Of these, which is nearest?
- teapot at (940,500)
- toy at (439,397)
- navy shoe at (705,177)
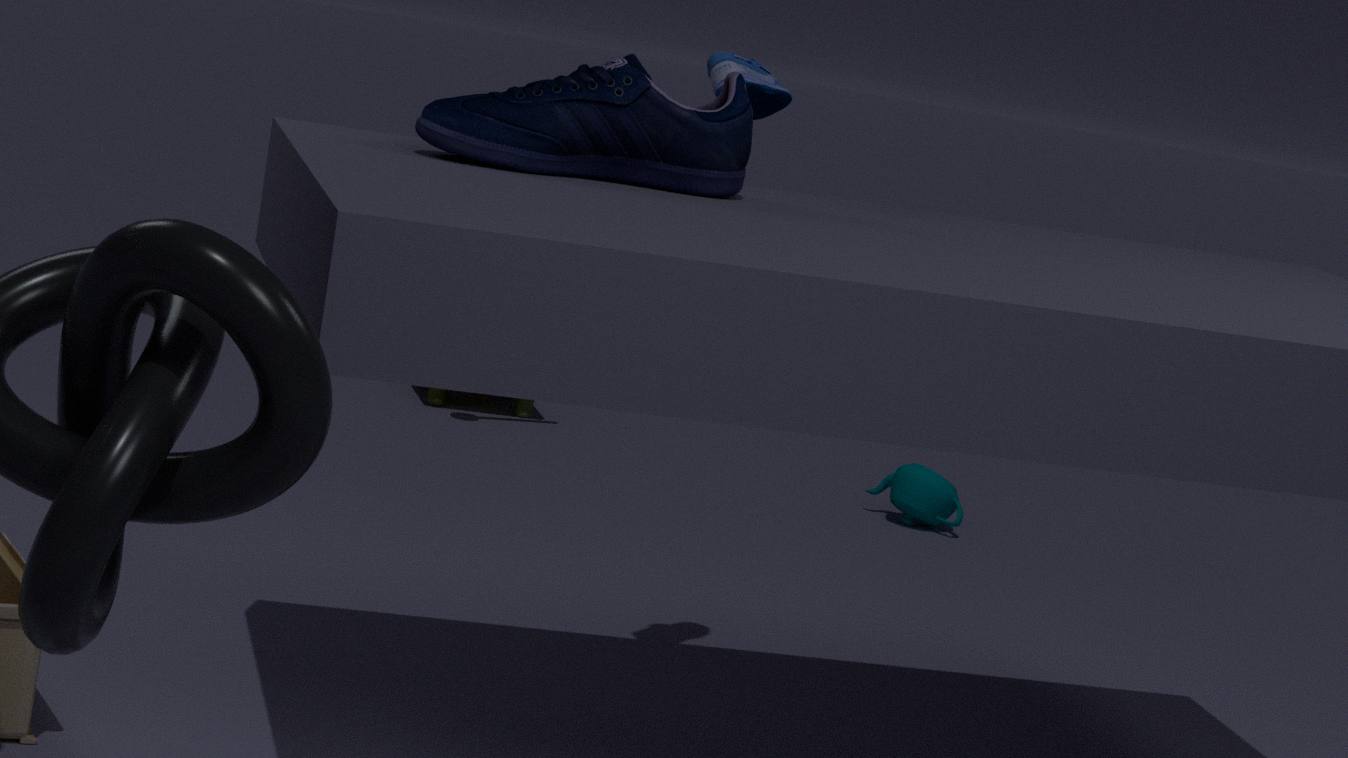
navy shoe at (705,177)
